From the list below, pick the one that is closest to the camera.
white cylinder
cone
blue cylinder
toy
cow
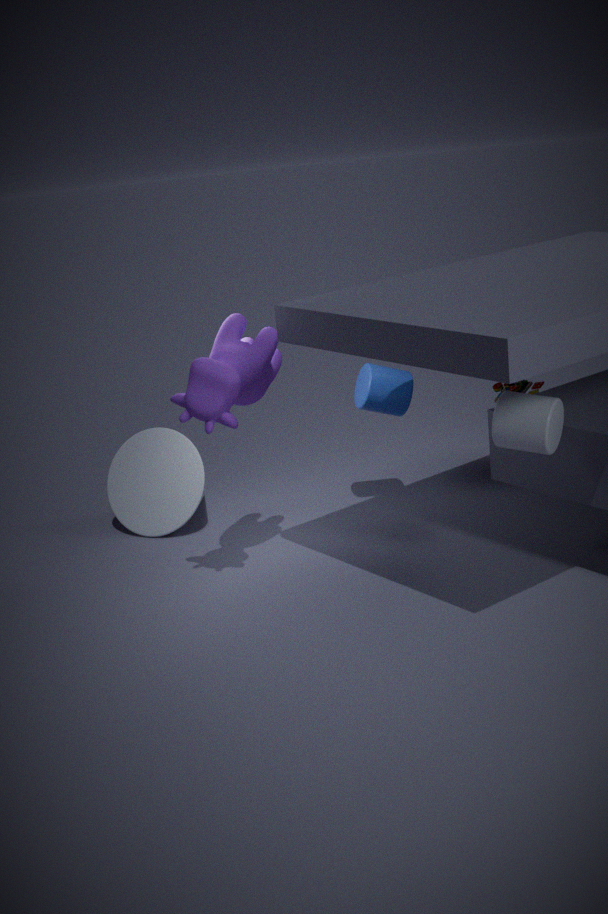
white cylinder
